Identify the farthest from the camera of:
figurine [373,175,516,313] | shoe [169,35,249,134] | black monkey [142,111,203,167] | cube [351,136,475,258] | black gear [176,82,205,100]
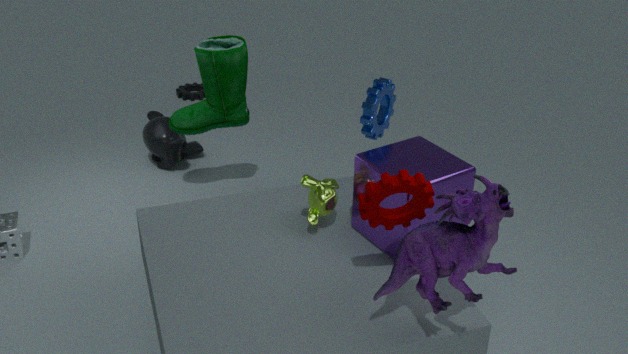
black gear [176,82,205,100]
